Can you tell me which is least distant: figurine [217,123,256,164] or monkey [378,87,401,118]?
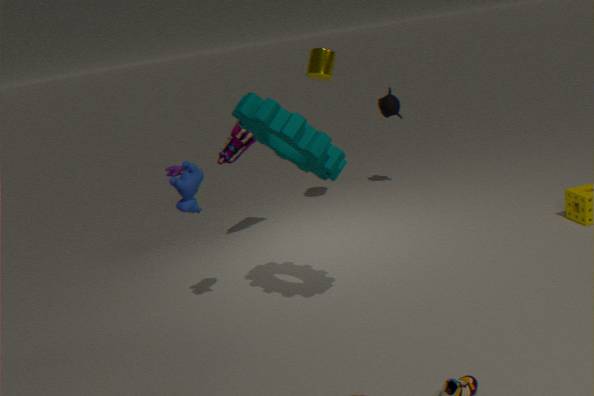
figurine [217,123,256,164]
